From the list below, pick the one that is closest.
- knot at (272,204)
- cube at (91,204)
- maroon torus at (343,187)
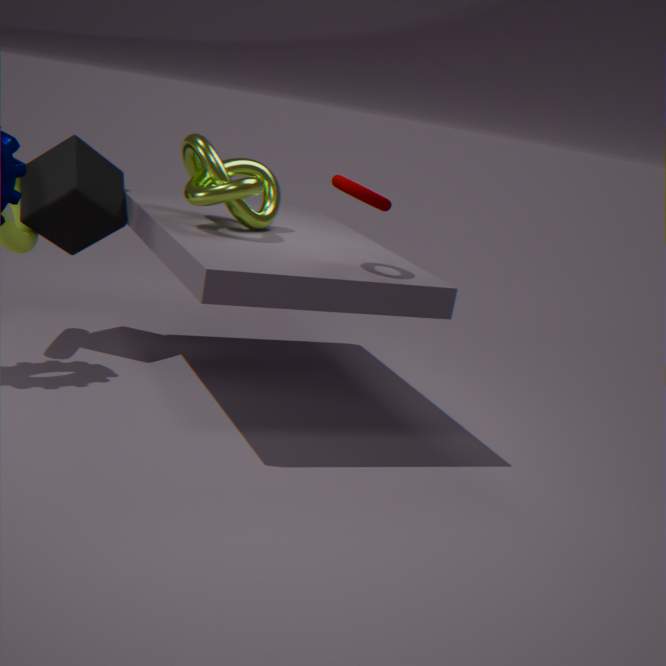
maroon torus at (343,187)
